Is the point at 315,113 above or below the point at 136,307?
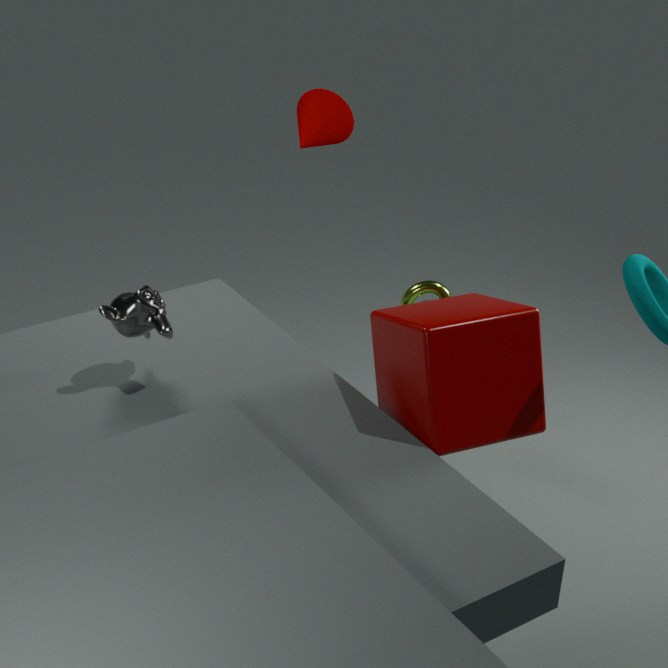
above
